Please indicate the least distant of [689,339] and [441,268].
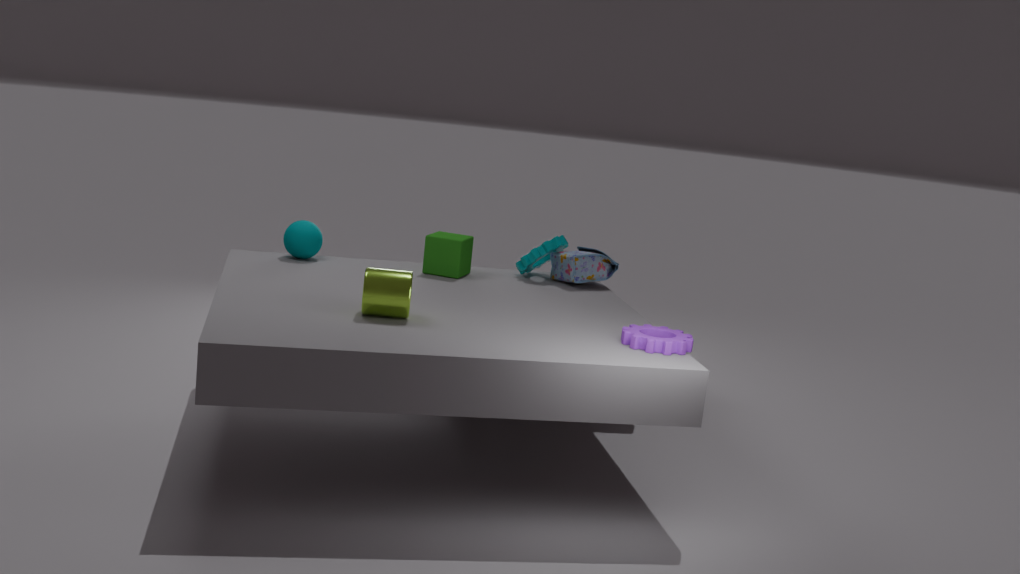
[689,339]
